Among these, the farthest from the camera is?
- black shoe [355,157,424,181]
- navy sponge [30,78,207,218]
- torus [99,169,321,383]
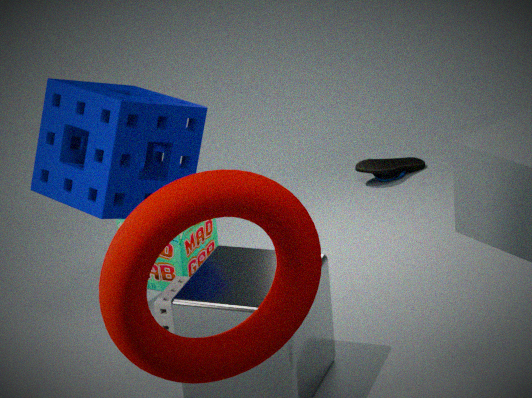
black shoe [355,157,424,181]
